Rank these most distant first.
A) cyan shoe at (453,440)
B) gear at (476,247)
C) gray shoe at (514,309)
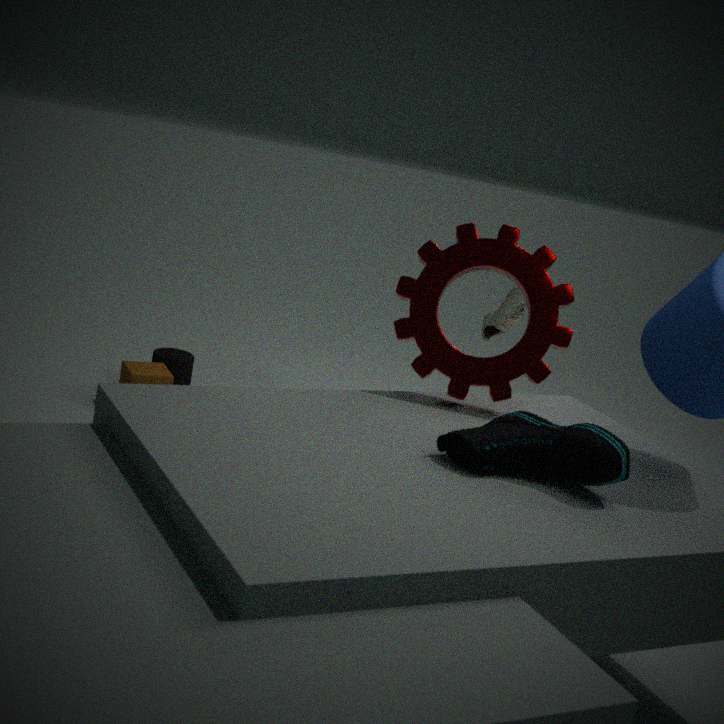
1. gray shoe at (514,309)
2. gear at (476,247)
3. cyan shoe at (453,440)
